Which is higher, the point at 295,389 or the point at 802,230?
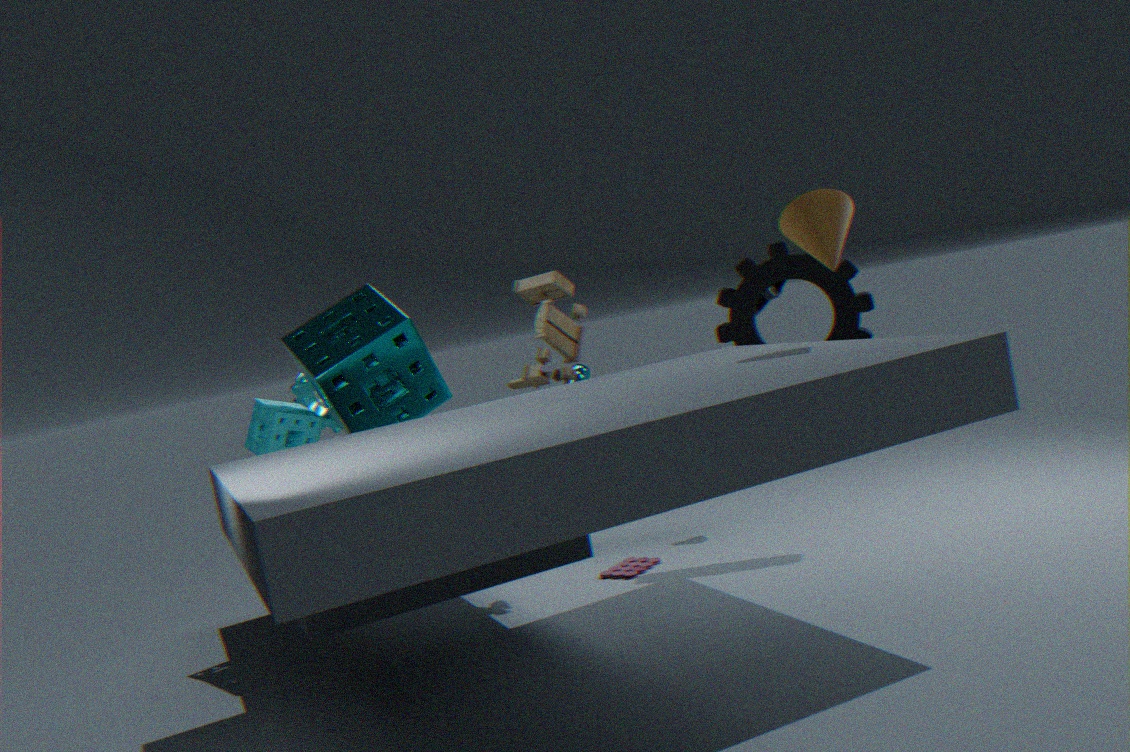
the point at 802,230
